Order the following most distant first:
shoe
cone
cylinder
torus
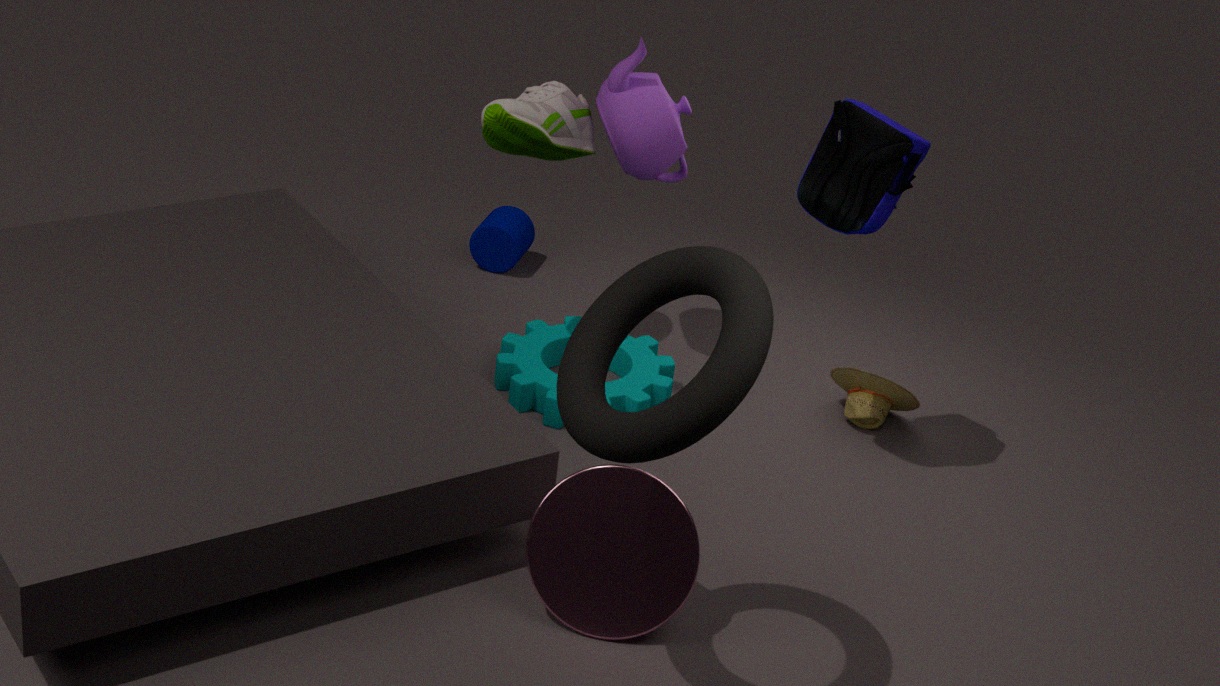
cylinder
shoe
cone
torus
